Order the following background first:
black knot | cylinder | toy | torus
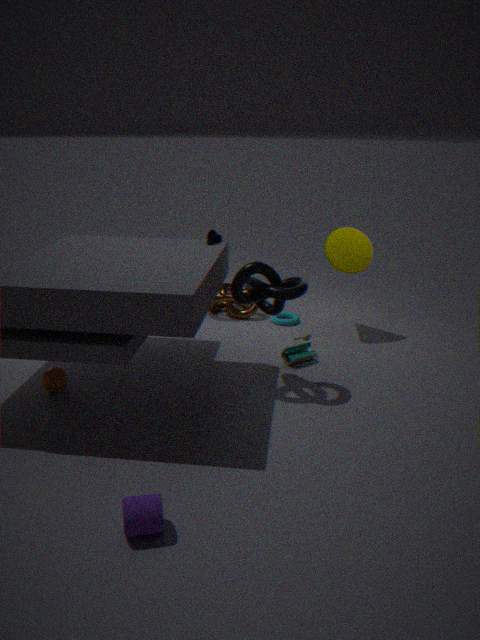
torus, toy, black knot, cylinder
